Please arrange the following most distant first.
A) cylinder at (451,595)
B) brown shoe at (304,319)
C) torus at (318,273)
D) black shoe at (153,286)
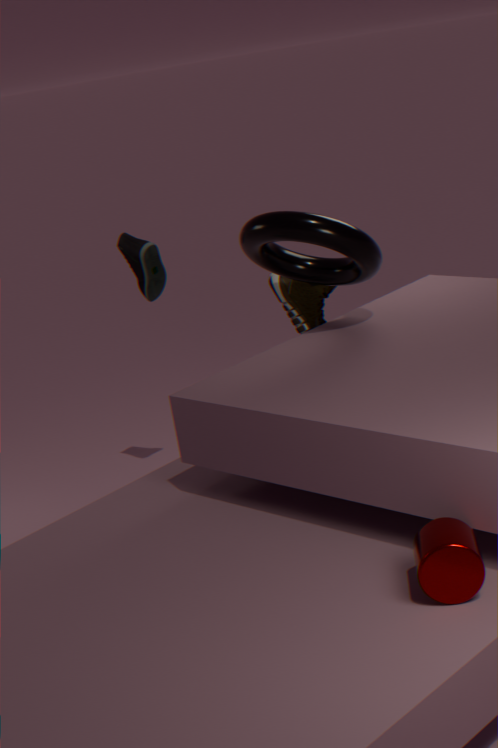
black shoe at (153,286), brown shoe at (304,319), torus at (318,273), cylinder at (451,595)
